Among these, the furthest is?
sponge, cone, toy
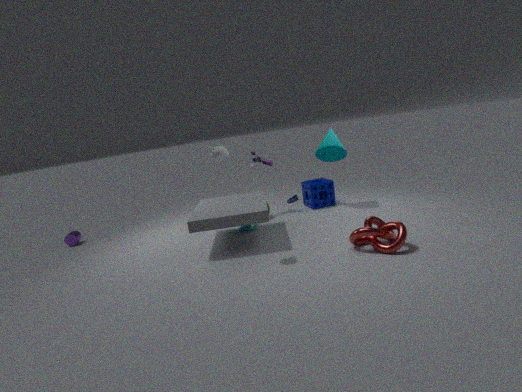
toy
